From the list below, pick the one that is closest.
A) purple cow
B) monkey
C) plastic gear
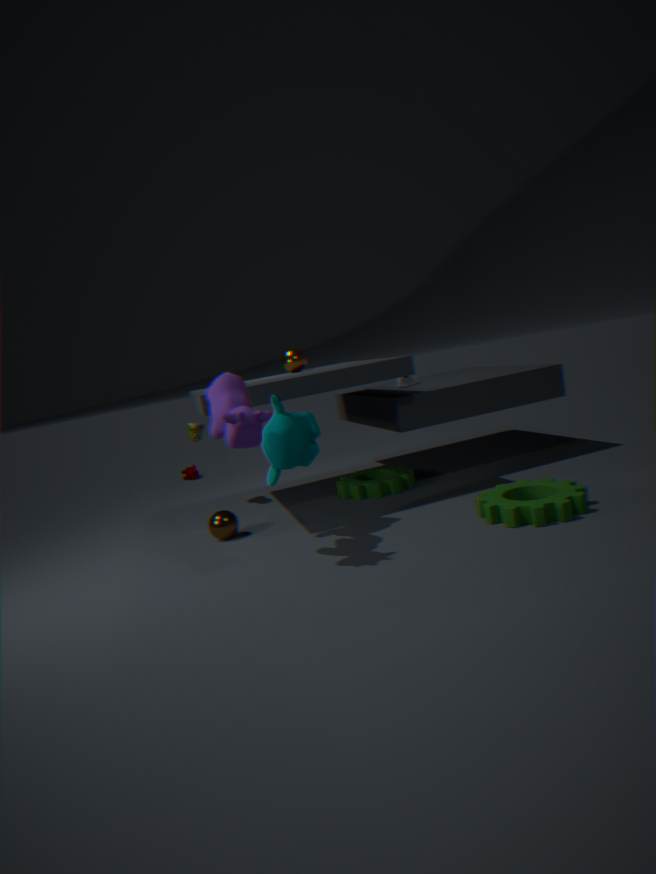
purple cow
